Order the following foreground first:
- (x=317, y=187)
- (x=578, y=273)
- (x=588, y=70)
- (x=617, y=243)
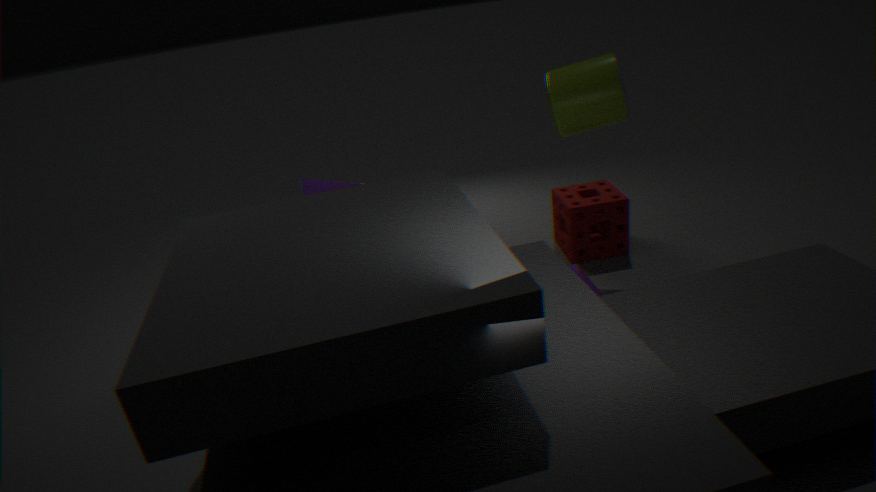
(x=578, y=273)
(x=317, y=187)
(x=588, y=70)
(x=617, y=243)
